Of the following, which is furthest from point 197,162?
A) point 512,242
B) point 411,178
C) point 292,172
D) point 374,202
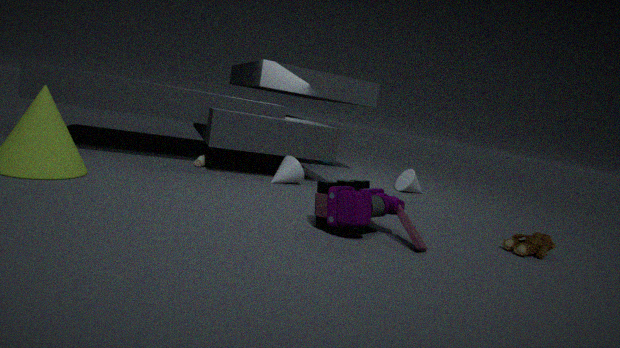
point 512,242
